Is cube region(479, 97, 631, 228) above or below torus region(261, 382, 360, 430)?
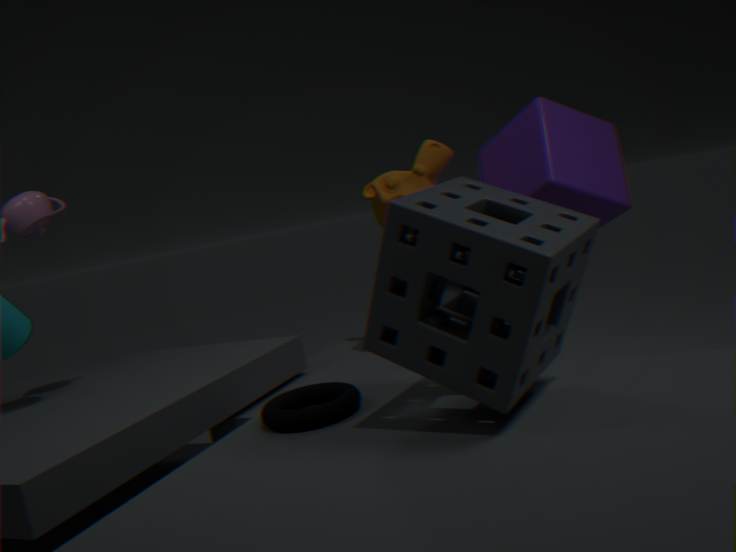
above
